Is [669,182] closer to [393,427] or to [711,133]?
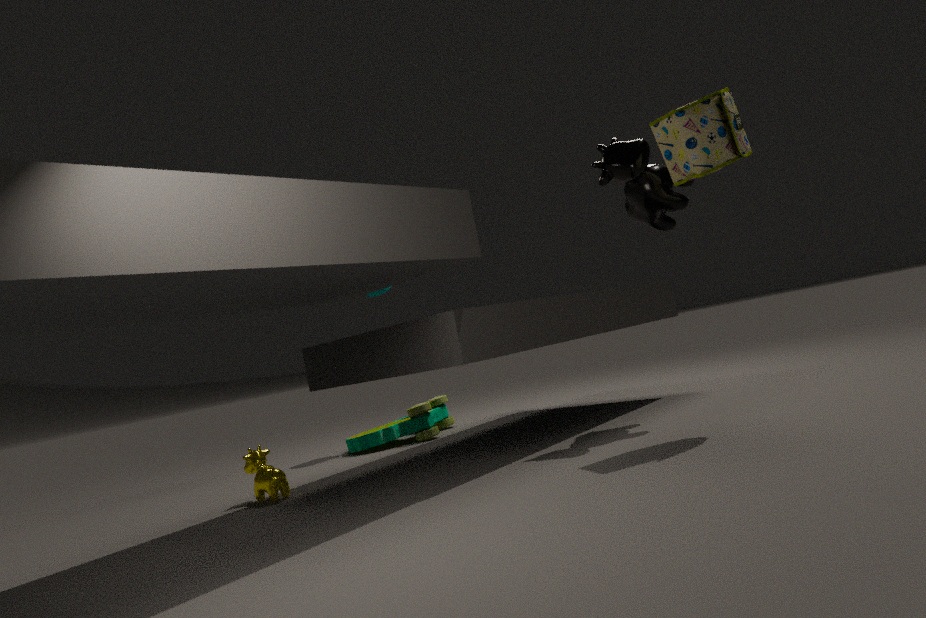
[711,133]
